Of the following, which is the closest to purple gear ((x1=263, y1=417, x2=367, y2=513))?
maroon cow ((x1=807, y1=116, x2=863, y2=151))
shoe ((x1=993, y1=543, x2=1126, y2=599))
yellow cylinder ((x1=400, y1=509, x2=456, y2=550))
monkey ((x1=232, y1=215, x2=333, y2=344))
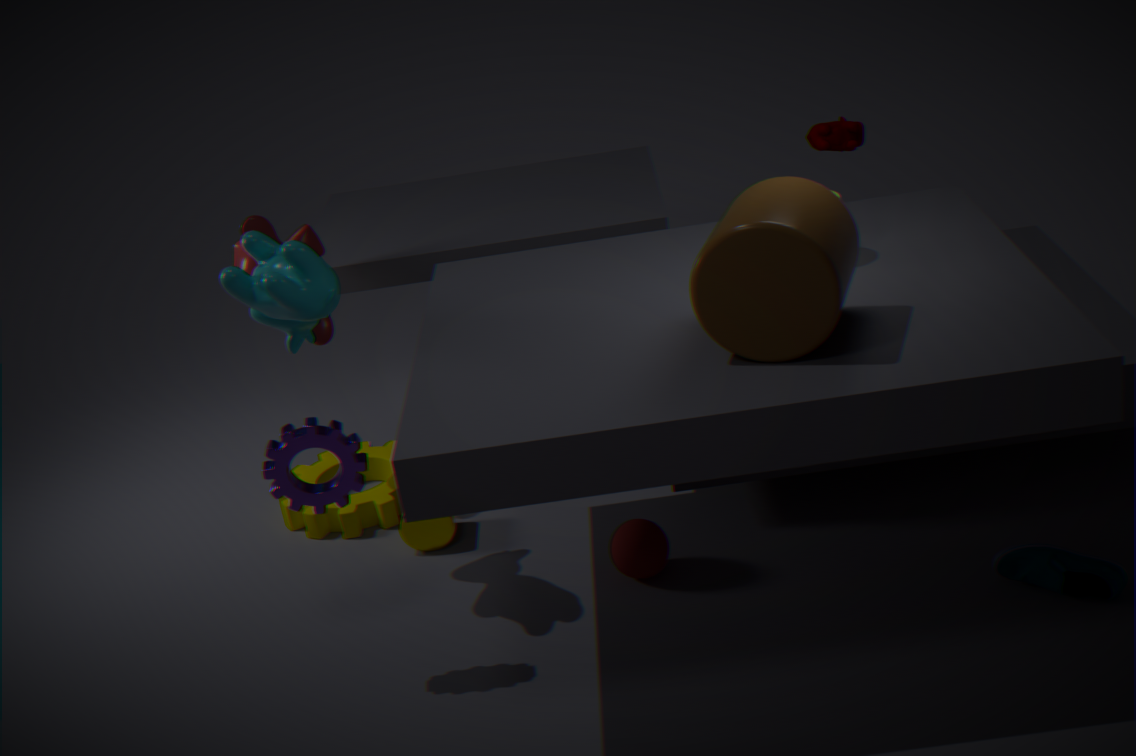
yellow cylinder ((x1=400, y1=509, x2=456, y2=550))
